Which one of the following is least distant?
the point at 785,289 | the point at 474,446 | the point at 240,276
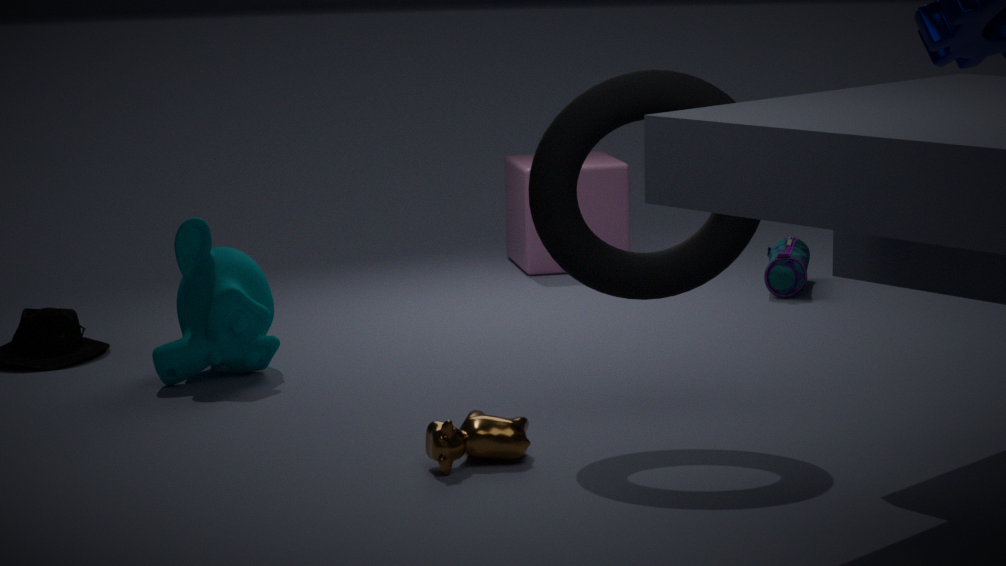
the point at 474,446
